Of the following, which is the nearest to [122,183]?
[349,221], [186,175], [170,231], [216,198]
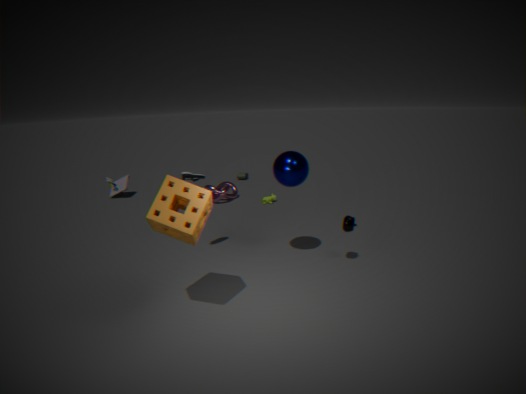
[216,198]
